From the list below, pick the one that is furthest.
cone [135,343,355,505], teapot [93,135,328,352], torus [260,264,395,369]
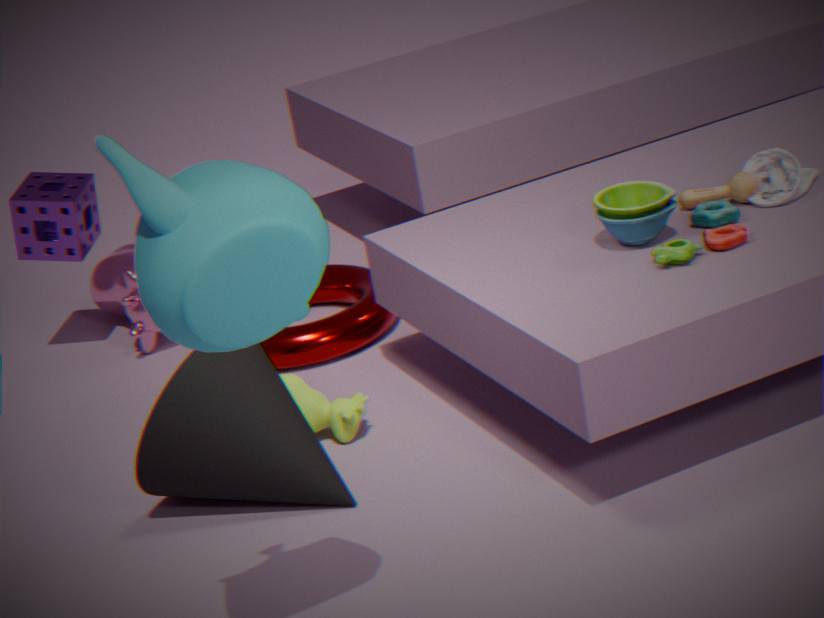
torus [260,264,395,369]
